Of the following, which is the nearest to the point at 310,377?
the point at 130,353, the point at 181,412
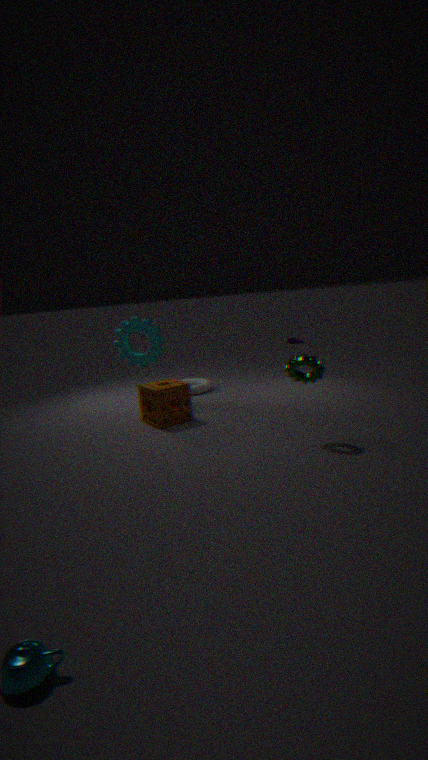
the point at 181,412
